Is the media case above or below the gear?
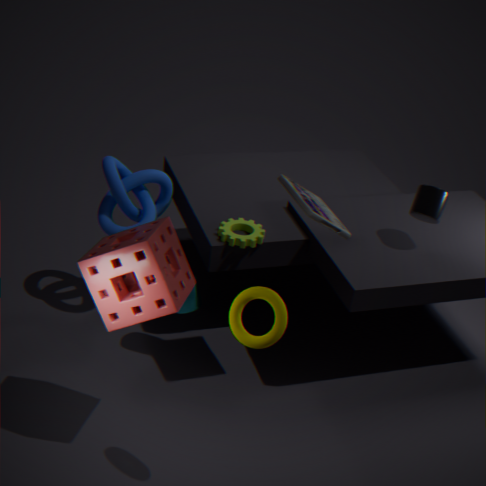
above
